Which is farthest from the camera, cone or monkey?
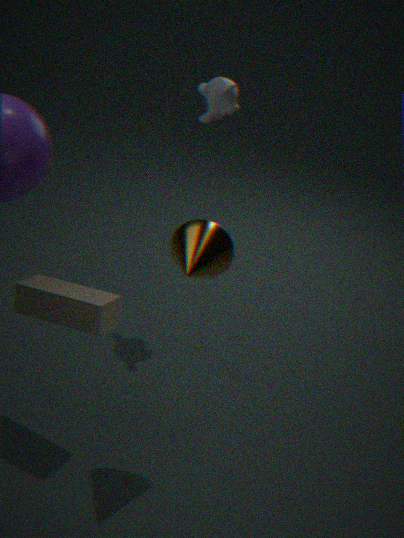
monkey
